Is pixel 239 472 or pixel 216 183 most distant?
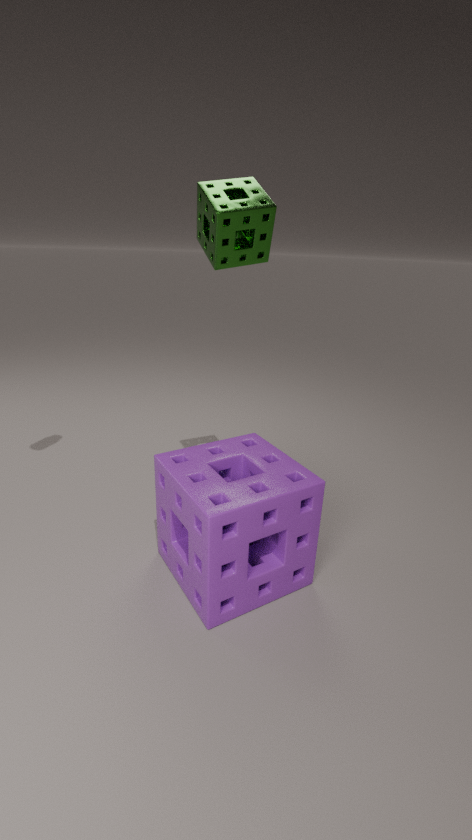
pixel 239 472
